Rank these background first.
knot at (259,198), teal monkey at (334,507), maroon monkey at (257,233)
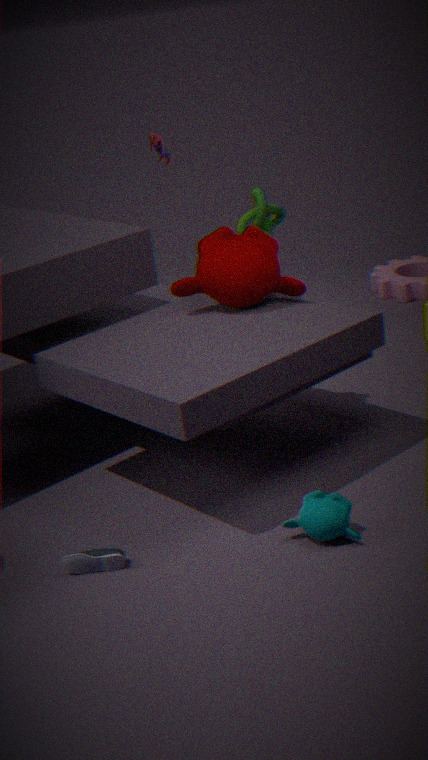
knot at (259,198) → maroon monkey at (257,233) → teal monkey at (334,507)
